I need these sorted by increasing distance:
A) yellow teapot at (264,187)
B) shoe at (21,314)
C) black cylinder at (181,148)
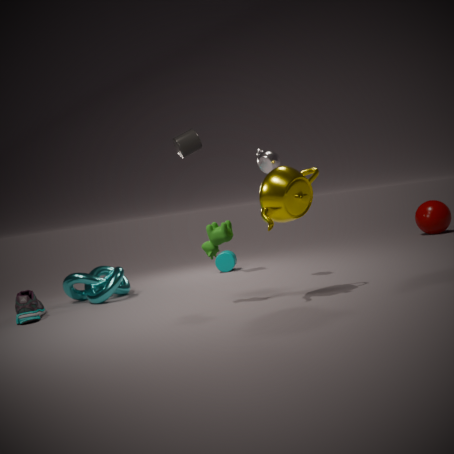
yellow teapot at (264,187), shoe at (21,314), black cylinder at (181,148)
